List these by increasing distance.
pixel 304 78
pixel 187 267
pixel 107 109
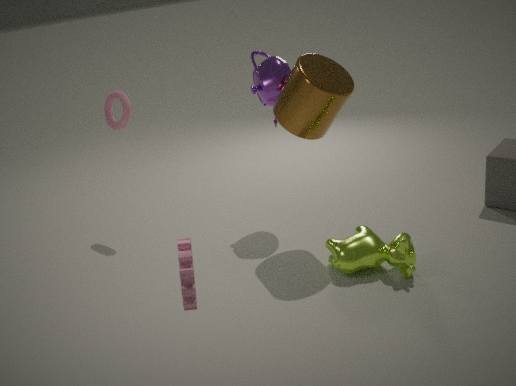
pixel 187 267 → pixel 304 78 → pixel 107 109
